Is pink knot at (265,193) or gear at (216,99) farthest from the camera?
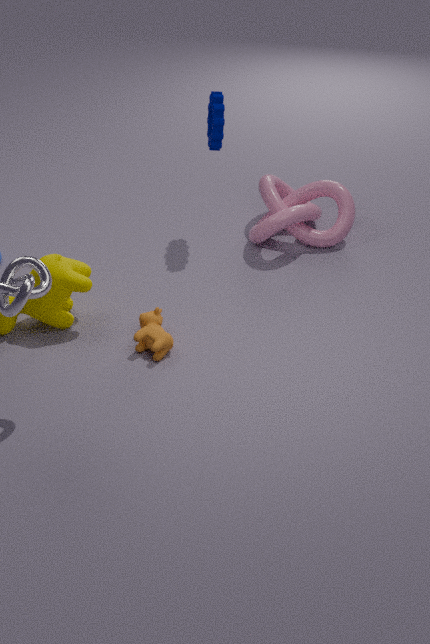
pink knot at (265,193)
